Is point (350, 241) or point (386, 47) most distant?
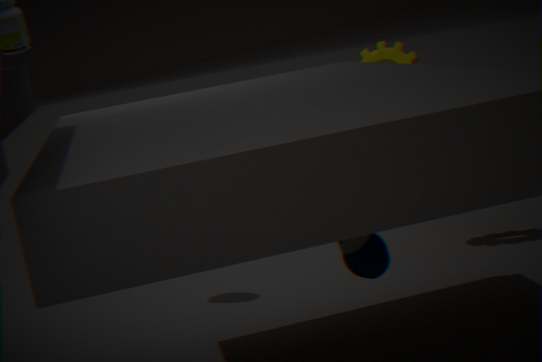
point (386, 47)
